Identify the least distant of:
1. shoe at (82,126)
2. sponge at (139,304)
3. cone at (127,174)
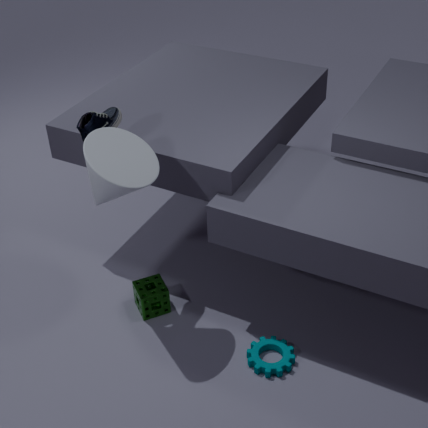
cone at (127,174)
